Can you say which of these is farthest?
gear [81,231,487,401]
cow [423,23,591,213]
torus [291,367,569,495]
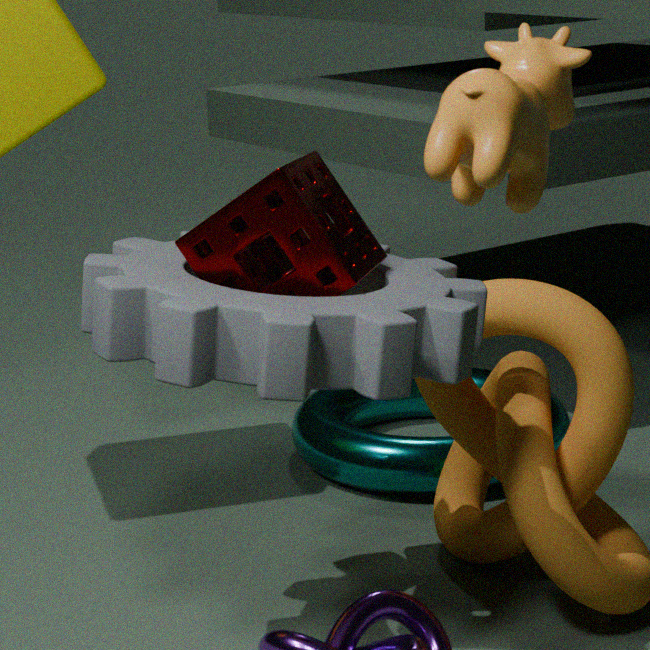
torus [291,367,569,495]
